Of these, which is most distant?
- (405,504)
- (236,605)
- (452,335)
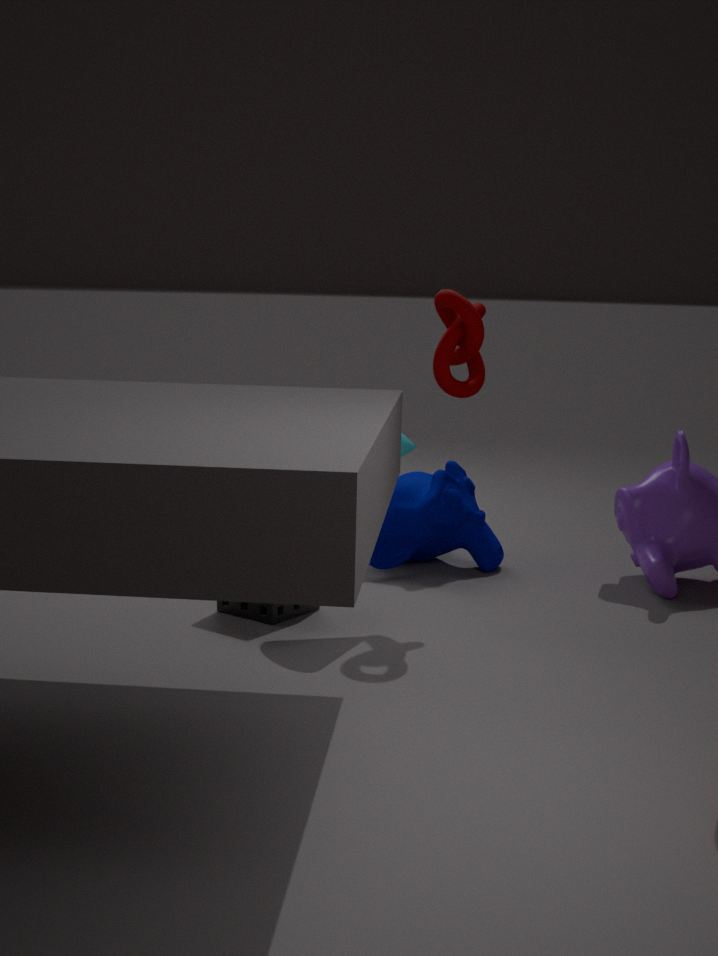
(405,504)
